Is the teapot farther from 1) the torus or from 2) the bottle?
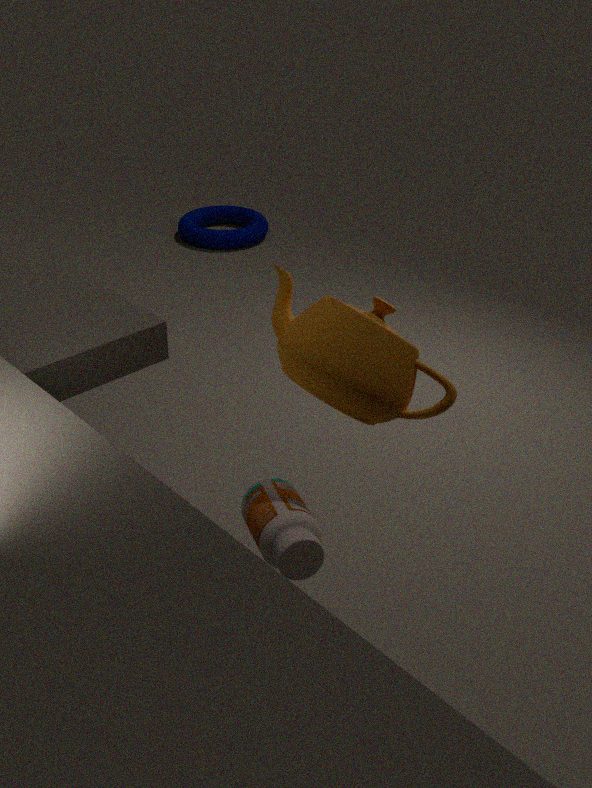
1) the torus
